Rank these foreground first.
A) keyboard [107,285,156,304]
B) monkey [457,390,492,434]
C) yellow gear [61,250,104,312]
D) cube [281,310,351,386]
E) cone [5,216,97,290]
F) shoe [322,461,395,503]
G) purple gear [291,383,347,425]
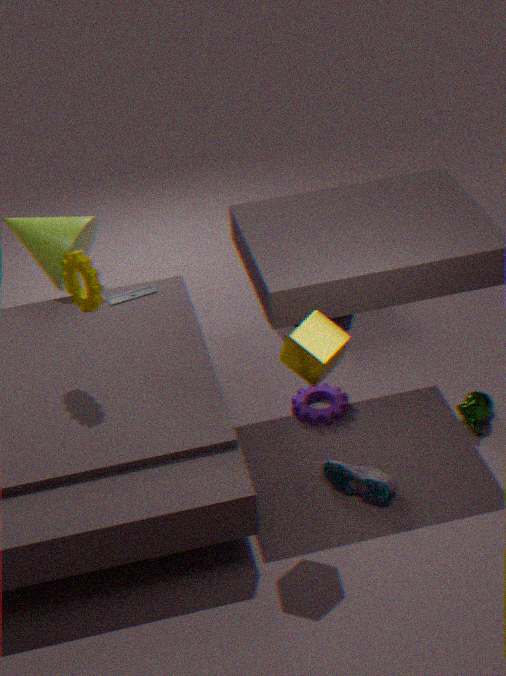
1. cube [281,310,351,386]
2. yellow gear [61,250,104,312]
3. shoe [322,461,395,503]
4. monkey [457,390,492,434]
5. purple gear [291,383,347,425]
6. keyboard [107,285,156,304]
7. cone [5,216,97,290]
